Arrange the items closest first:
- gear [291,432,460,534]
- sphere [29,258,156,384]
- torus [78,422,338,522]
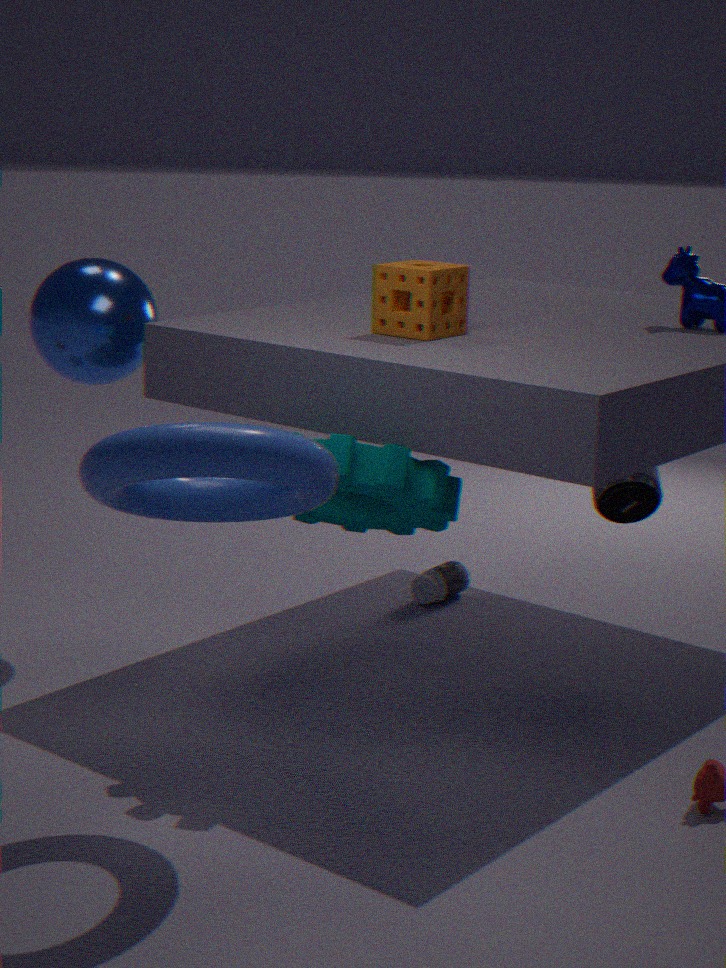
torus [78,422,338,522], gear [291,432,460,534], sphere [29,258,156,384]
